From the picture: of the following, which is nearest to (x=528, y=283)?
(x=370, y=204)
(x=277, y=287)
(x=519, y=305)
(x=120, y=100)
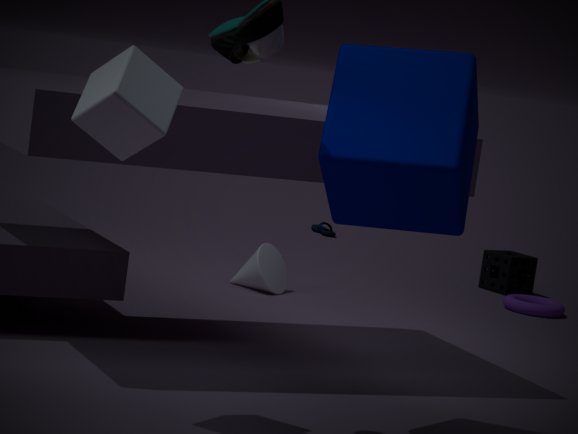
(x=519, y=305)
